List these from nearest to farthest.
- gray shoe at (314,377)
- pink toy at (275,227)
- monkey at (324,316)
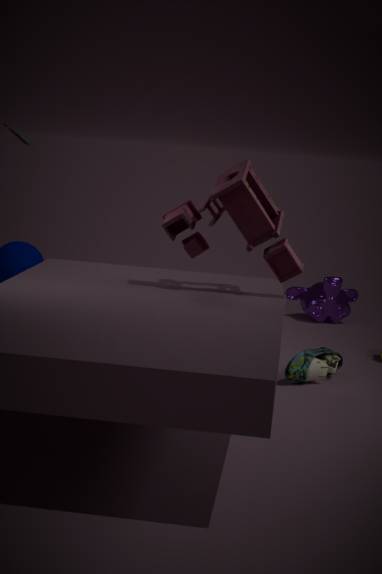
1. pink toy at (275,227)
2. gray shoe at (314,377)
3. monkey at (324,316)
